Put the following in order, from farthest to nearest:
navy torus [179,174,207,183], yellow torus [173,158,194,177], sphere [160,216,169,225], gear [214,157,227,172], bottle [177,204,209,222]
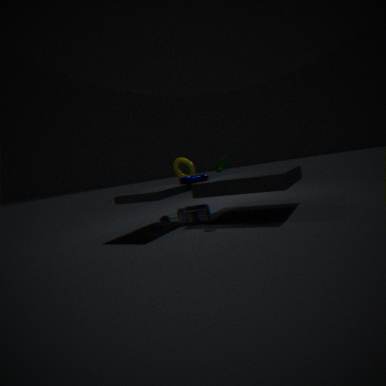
yellow torus [173,158,194,177] < sphere [160,216,169,225] < navy torus [179,174,207,183] < bottle [177,204,209,222] < gear [214,157,227,172]
